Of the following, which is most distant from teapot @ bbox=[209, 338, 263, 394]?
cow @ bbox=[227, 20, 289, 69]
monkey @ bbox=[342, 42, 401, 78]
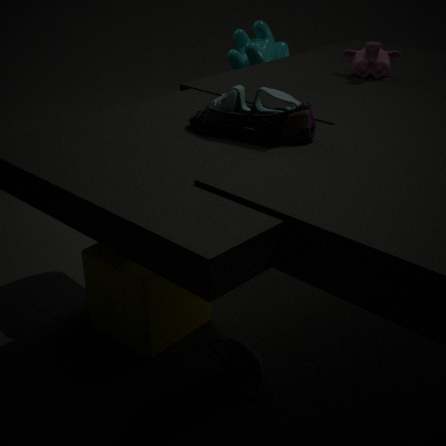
cow @ bbox=[227, 20, 289, 69]
